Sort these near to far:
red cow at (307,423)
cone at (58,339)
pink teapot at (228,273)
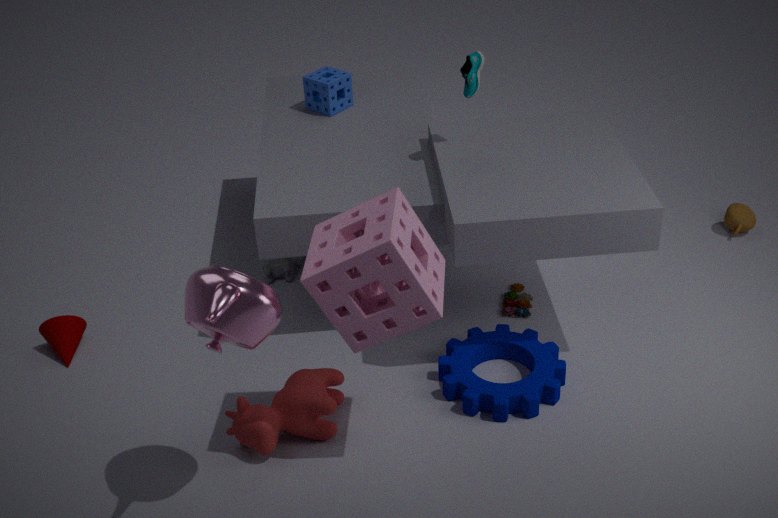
1. pink teapot at (228,273)
2. red cow at (307,423)
3. cone at (58,339)
